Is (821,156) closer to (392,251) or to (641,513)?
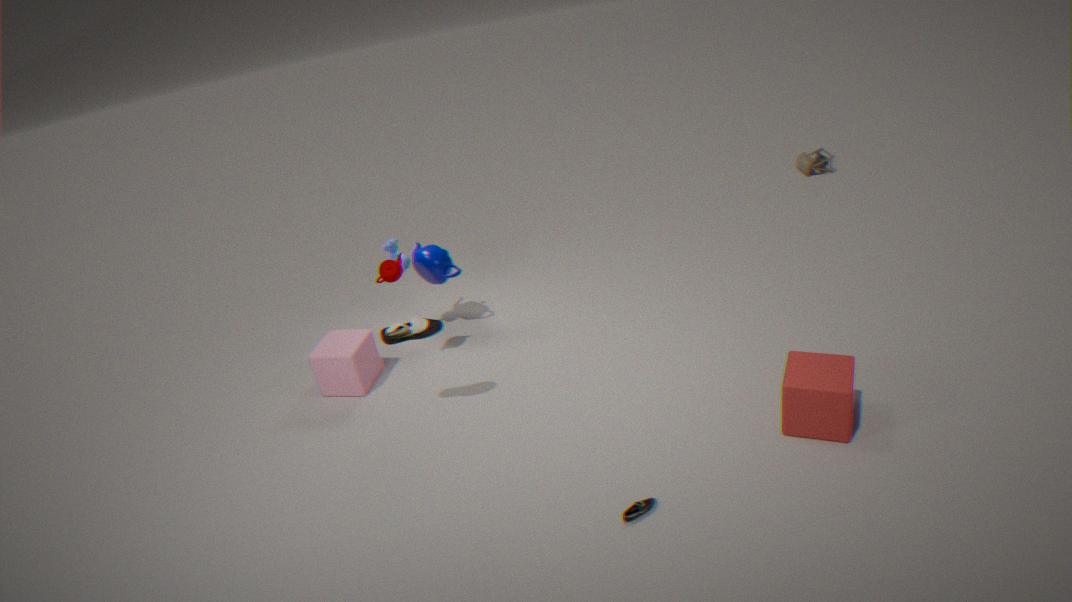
(392,251)
